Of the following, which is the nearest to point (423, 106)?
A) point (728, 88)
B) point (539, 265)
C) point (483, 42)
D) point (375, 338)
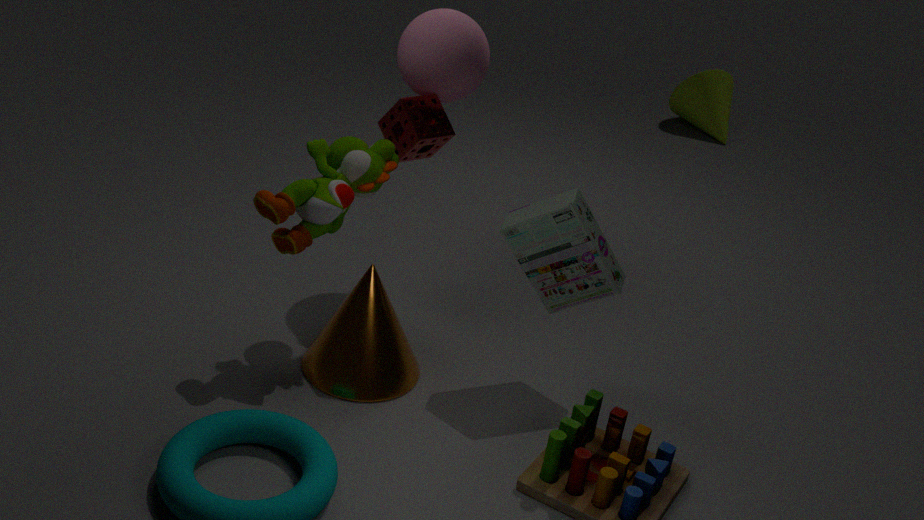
point (483, 42)
